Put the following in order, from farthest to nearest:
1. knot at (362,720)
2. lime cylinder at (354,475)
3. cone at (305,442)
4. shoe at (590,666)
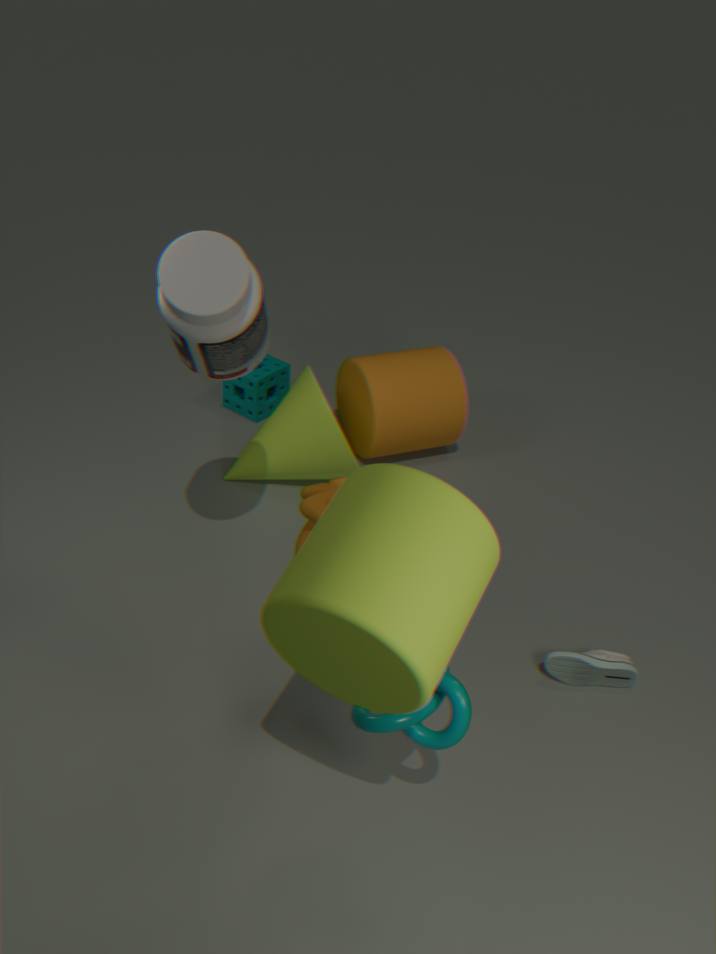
1. cone at (305,442)
2. shoe at (590,666)
3. knot at (362,720)
4. lime cylinder at (354,475)
